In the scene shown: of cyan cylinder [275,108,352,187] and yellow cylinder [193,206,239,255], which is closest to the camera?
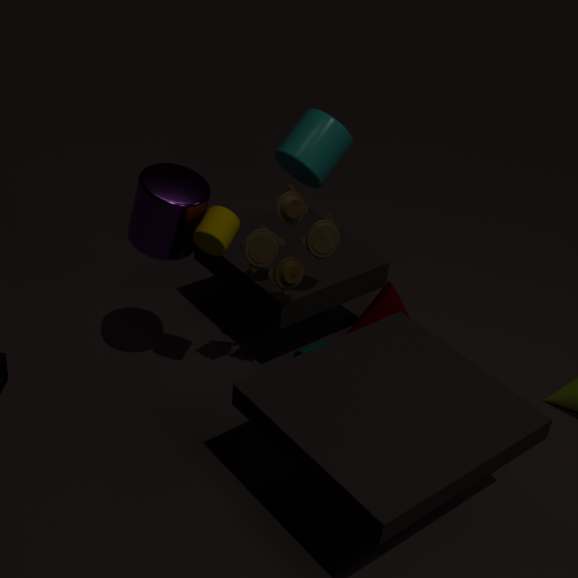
yellow cylinder [193,206,239,255]
